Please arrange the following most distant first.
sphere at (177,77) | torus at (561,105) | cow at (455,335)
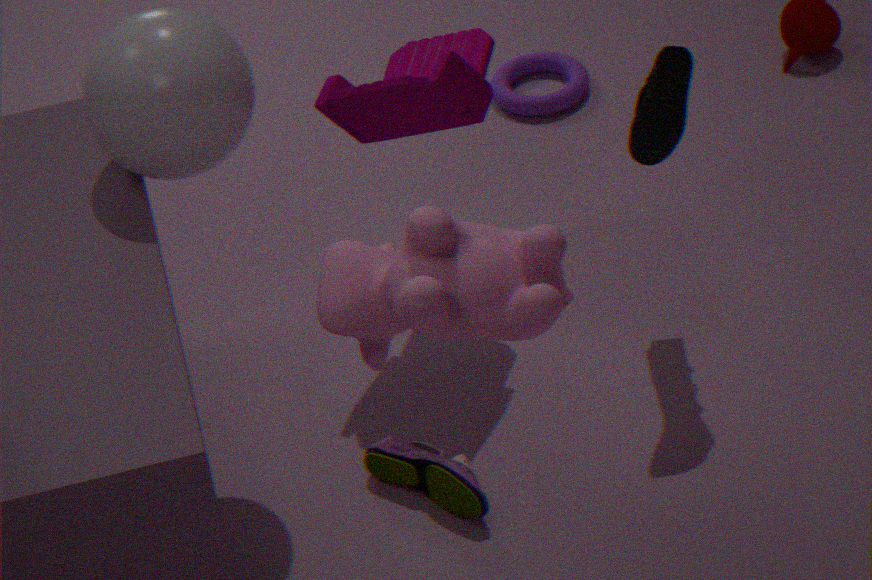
torus at (561,105) → sphere at (177,77) → cow at (455,335)
